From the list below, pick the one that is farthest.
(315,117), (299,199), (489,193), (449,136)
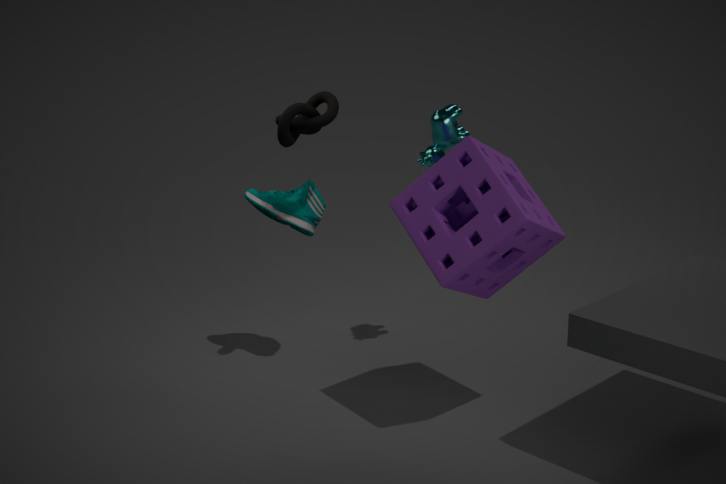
(299,199)
